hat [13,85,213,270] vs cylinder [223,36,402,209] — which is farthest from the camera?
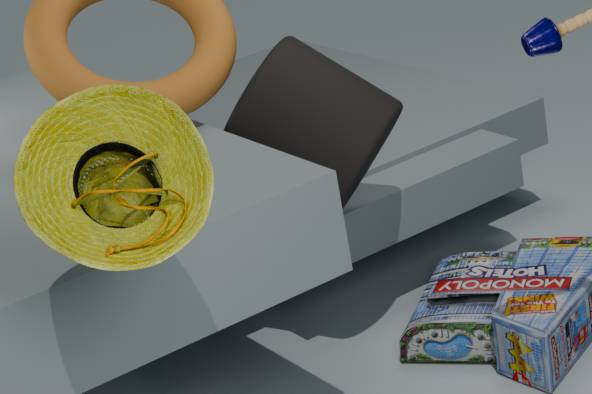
cylinder [223,36,402,209]
